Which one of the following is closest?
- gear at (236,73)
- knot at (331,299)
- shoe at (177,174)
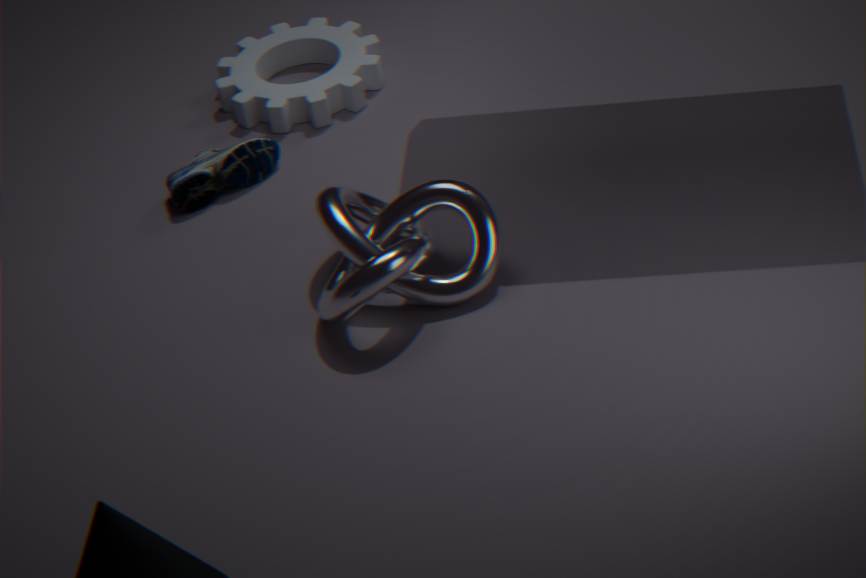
knot at (331,299)
